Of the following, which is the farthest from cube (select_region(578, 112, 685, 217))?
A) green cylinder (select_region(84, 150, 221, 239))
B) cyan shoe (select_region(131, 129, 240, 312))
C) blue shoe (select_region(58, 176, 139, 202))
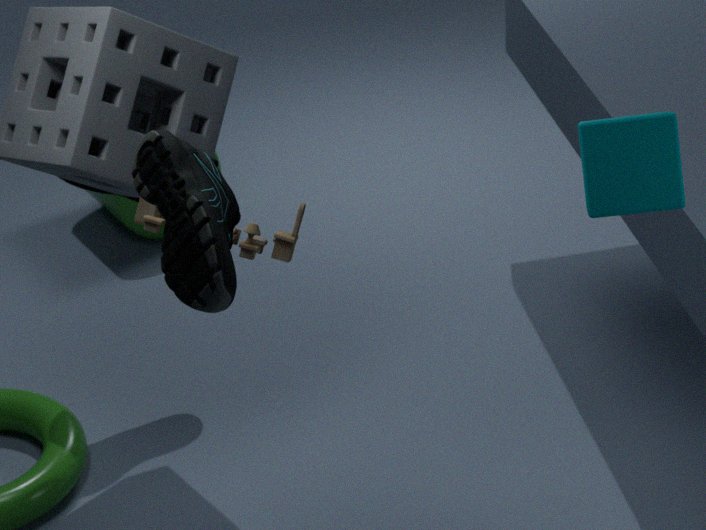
green cylinder (select_region(84, 150, 221, 239))
